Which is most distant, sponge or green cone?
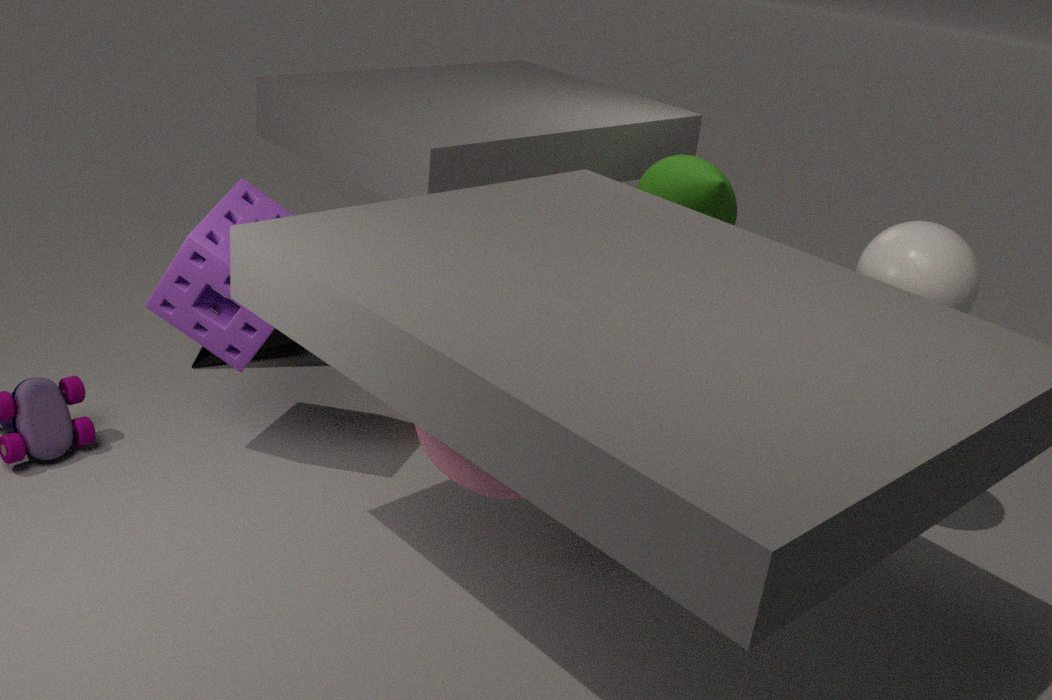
green cone
